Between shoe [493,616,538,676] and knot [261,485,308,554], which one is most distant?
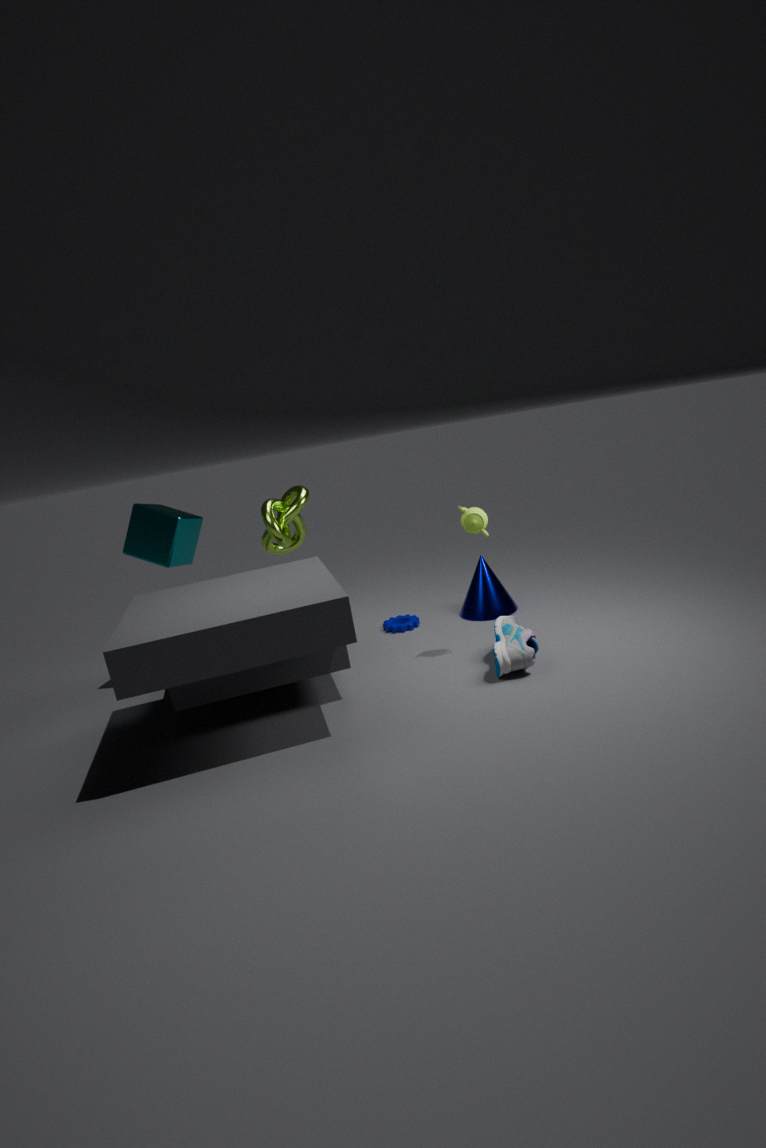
knot [261,485,308,554]
